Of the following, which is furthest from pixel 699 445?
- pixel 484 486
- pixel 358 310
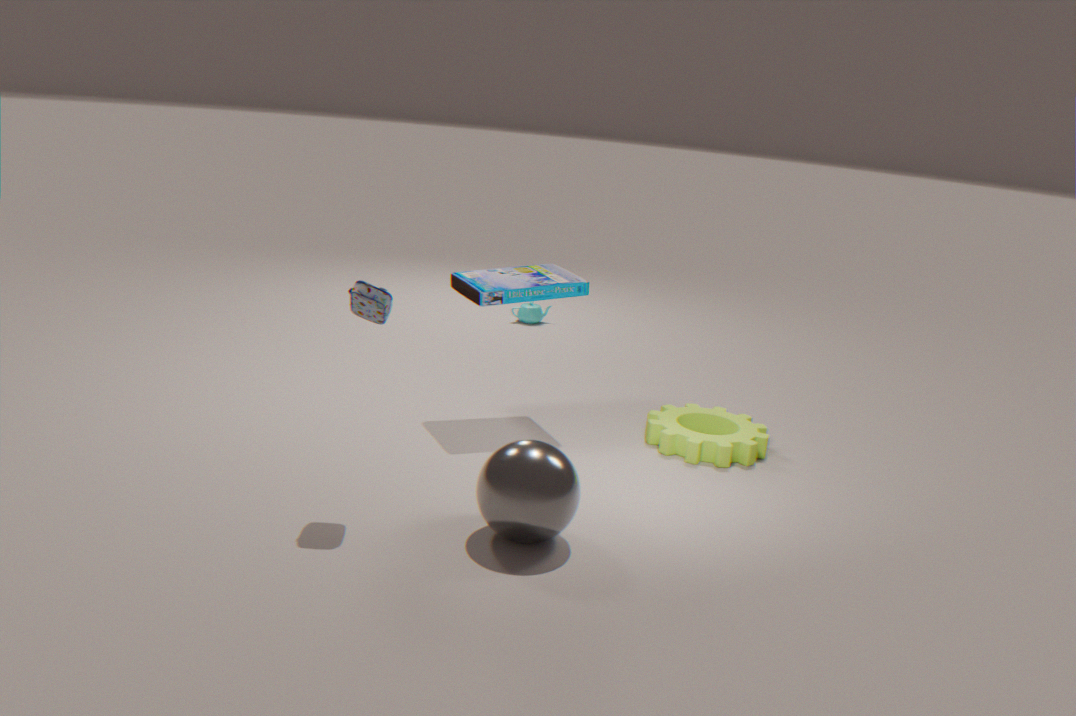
pixel 358 310
